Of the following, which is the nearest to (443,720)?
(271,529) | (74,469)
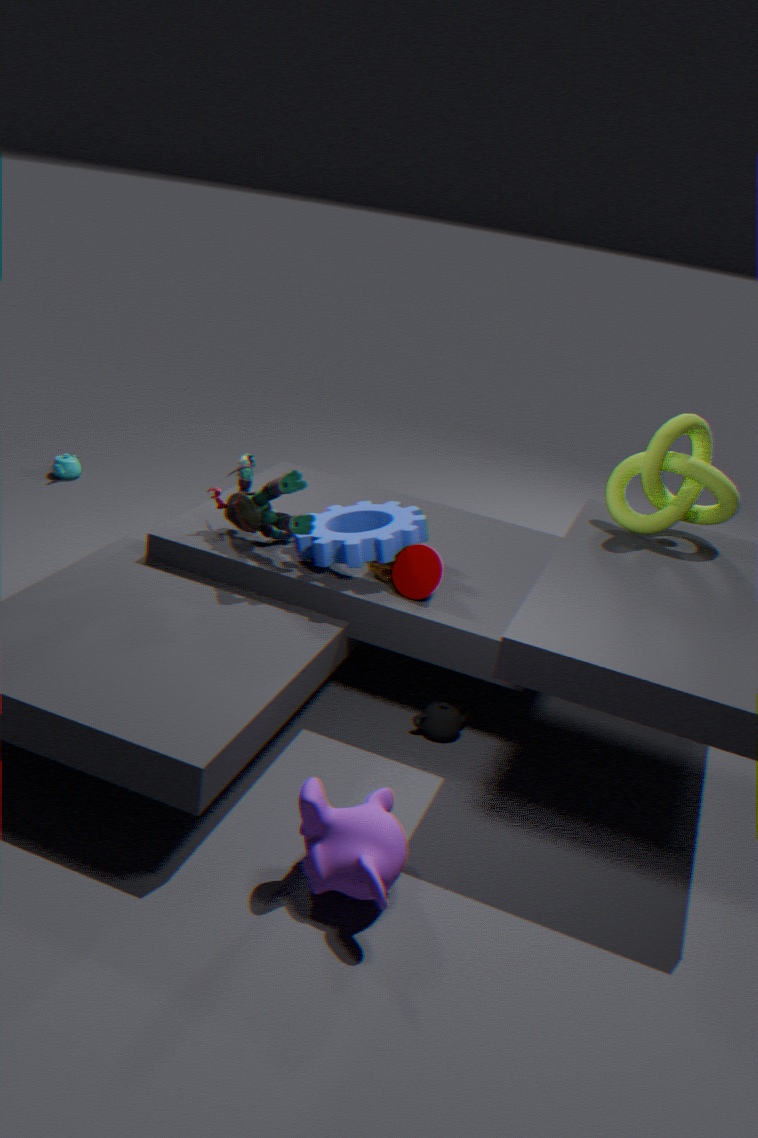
(271,529)
